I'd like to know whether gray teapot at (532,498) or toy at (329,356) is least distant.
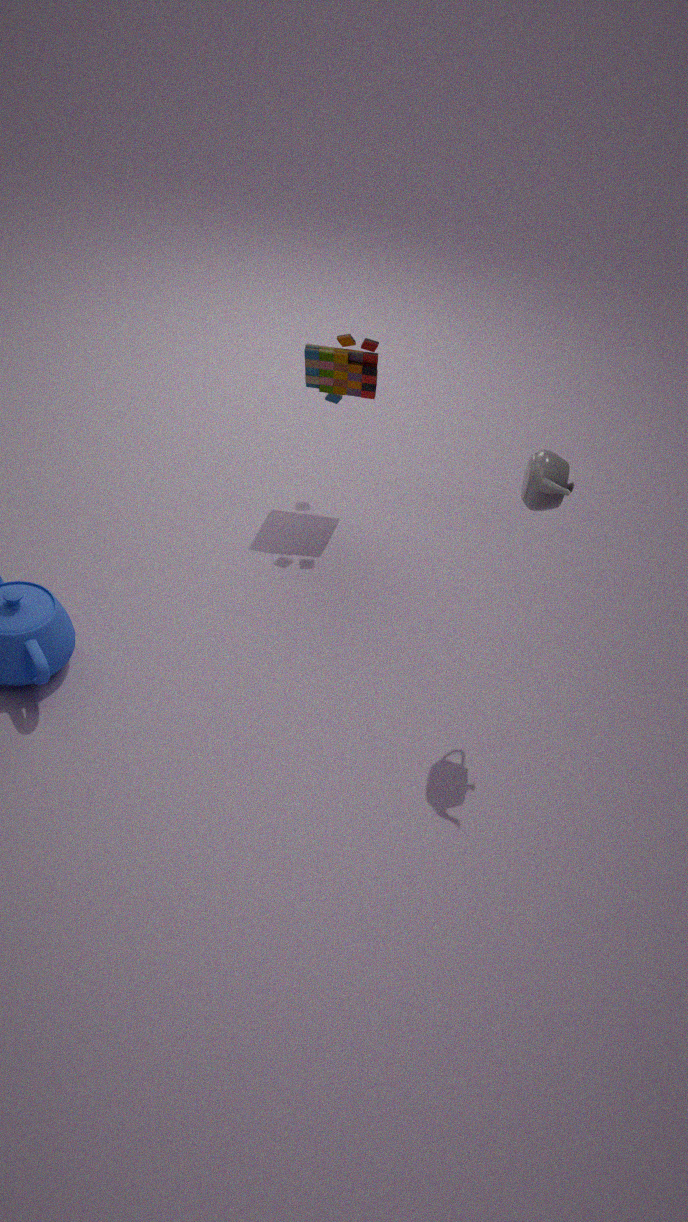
gray teapot at (532,498)
